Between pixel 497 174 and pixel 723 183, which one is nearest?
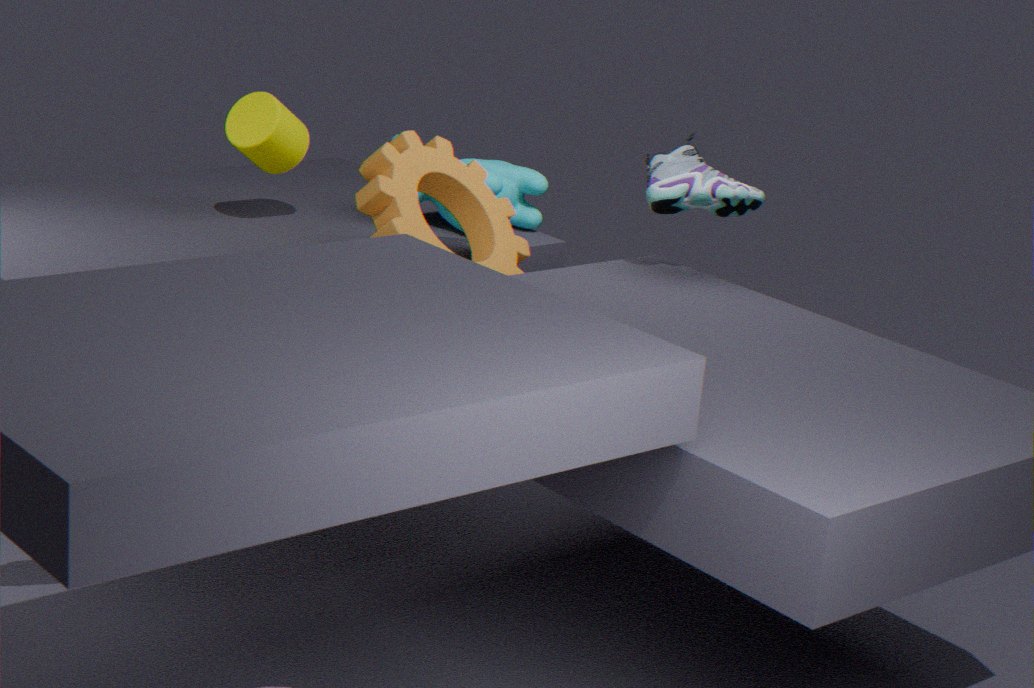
pixel 723 183
